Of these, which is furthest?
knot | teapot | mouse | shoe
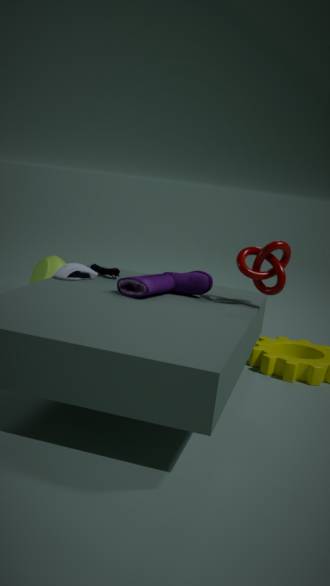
teapot
